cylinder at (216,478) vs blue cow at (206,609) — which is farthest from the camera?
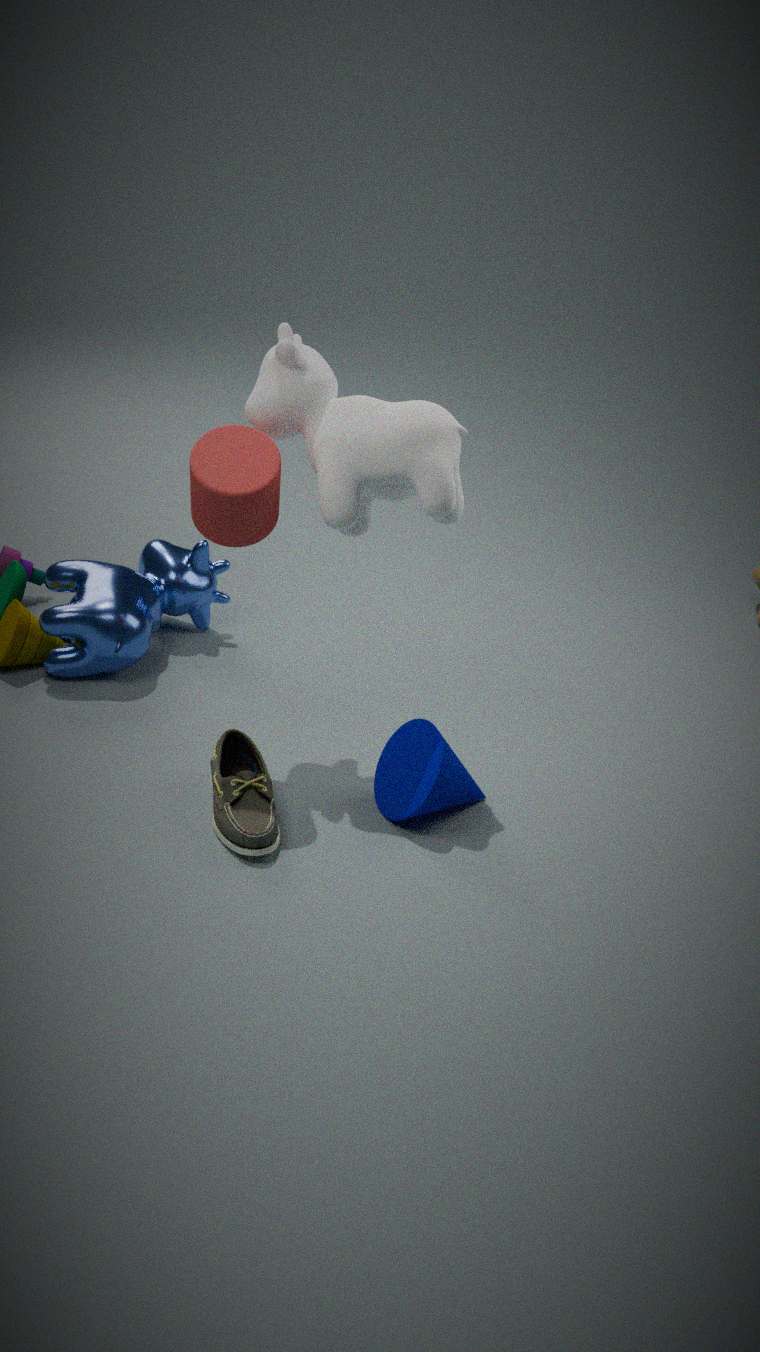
blue cow at (206,609)
